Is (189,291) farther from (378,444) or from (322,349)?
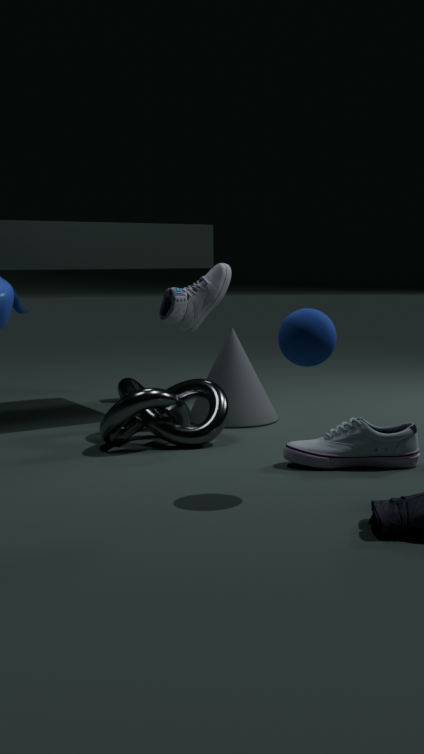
(322,349)
